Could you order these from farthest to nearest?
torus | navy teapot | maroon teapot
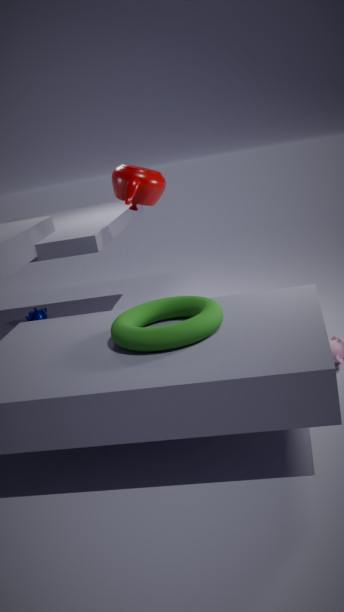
navy teapot < maroon teapot < torus
